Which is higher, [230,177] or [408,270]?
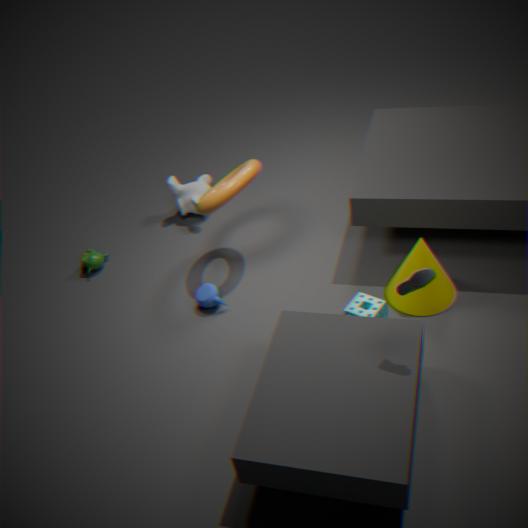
[230,177]
